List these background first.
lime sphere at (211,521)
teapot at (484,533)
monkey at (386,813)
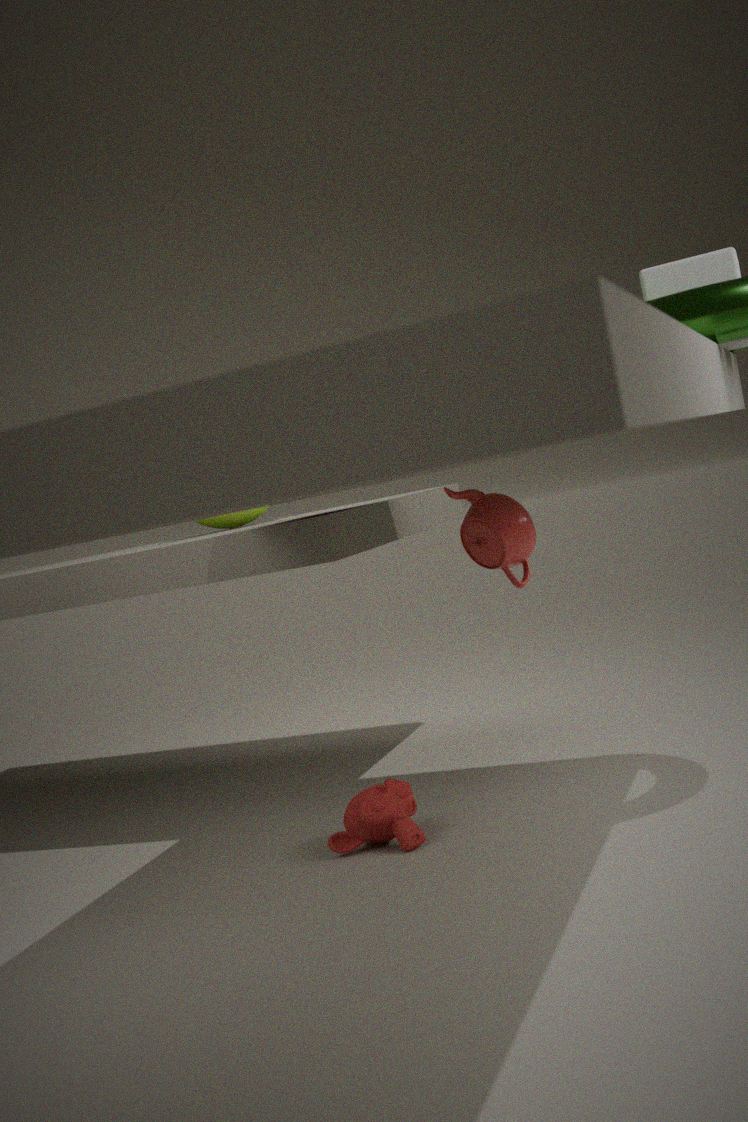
lime sphere at (211,521) < monkey at (386,813) < teapot at (484,533)
